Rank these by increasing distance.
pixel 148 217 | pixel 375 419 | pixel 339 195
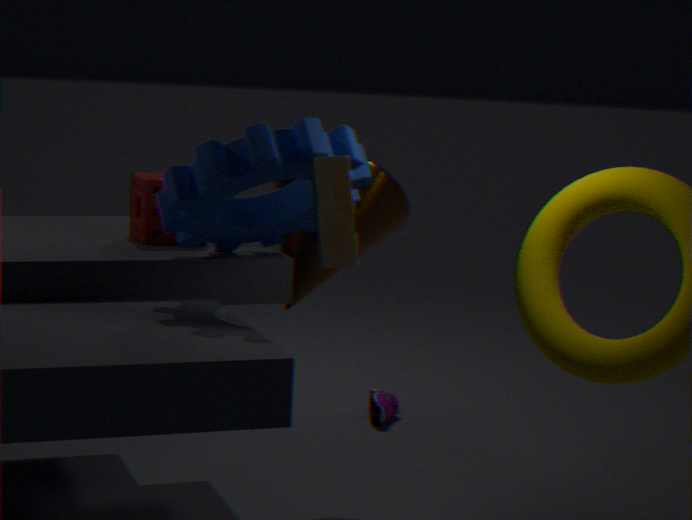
pixel 339 195 < pixel 148 217 < pixel 375 419
